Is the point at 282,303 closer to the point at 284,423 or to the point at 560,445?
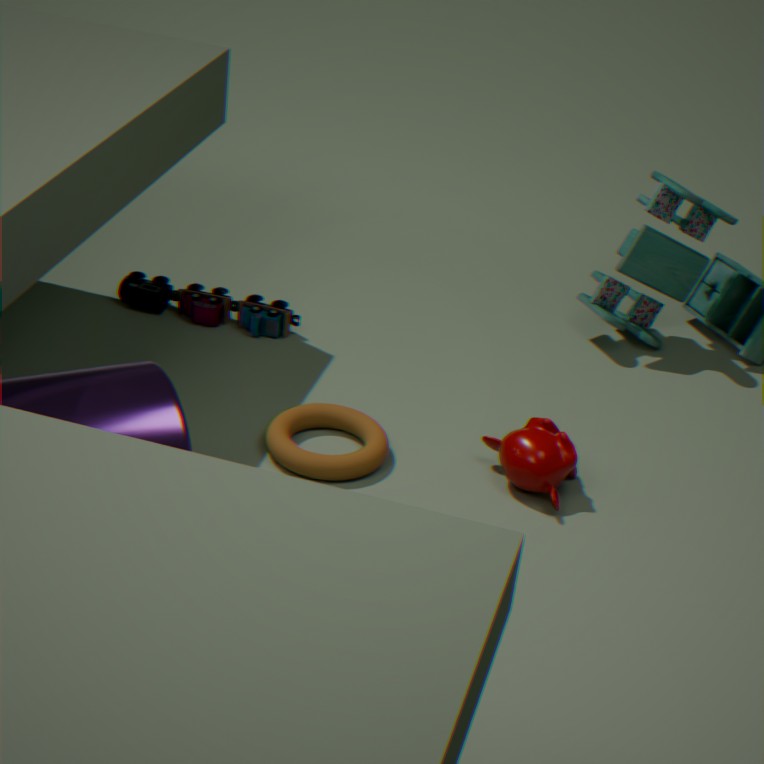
the point at 284,423
